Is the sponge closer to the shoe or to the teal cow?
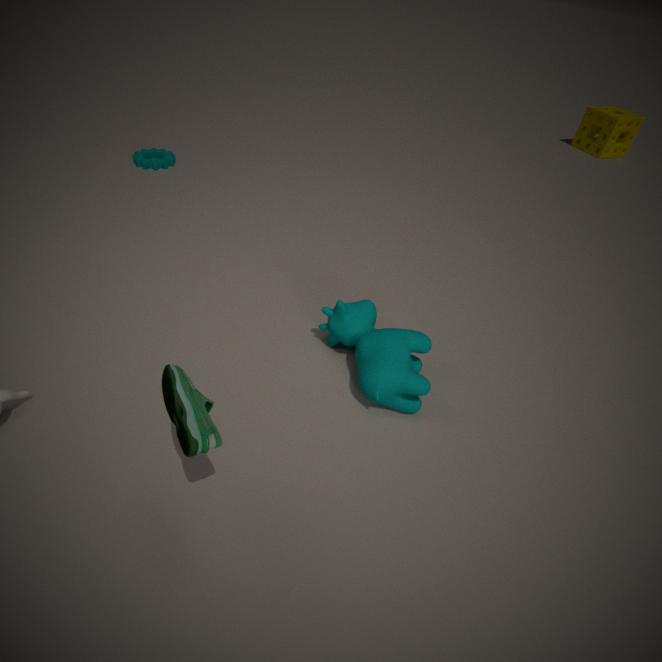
the teal cow
